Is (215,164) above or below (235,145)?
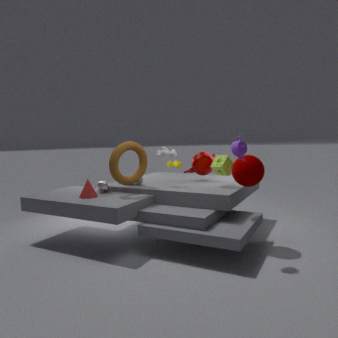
below
